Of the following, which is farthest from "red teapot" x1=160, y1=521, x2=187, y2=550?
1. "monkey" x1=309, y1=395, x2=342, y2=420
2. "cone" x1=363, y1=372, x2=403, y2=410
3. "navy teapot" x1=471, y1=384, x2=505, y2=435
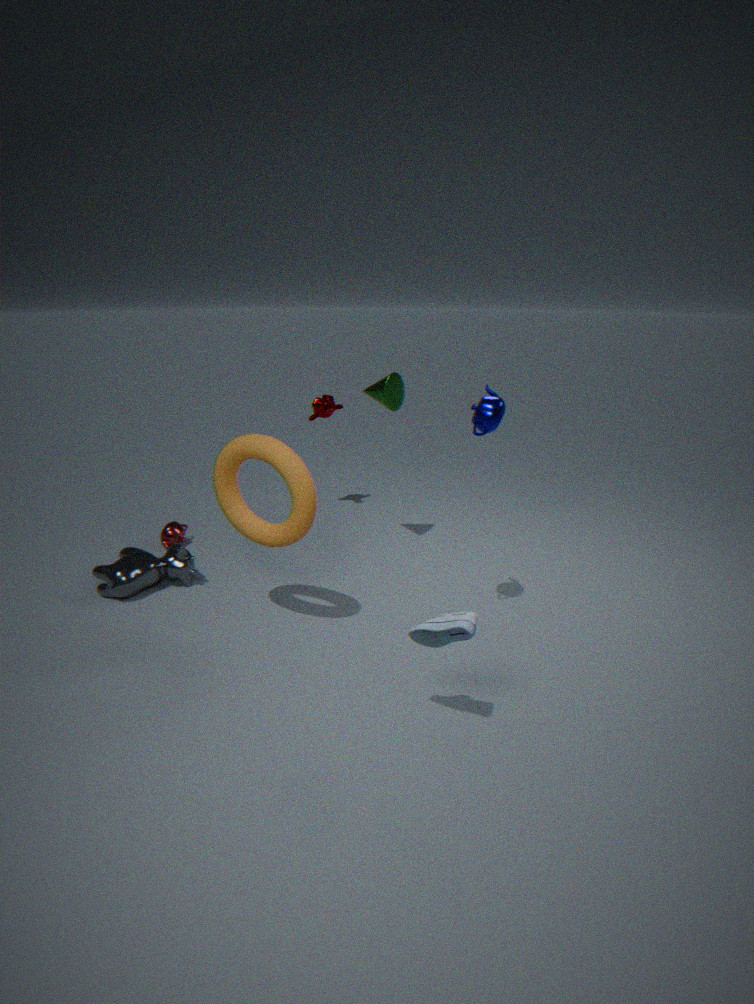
"navy teapot" x1=471, y1=384, x2=505, y2=435
